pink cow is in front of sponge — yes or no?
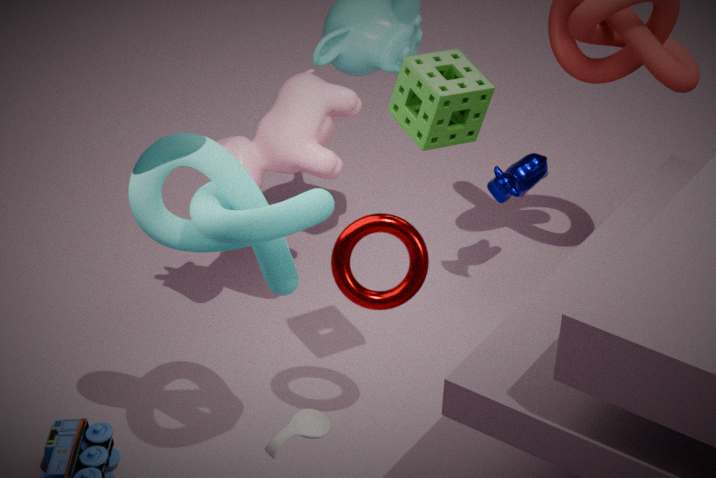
No
